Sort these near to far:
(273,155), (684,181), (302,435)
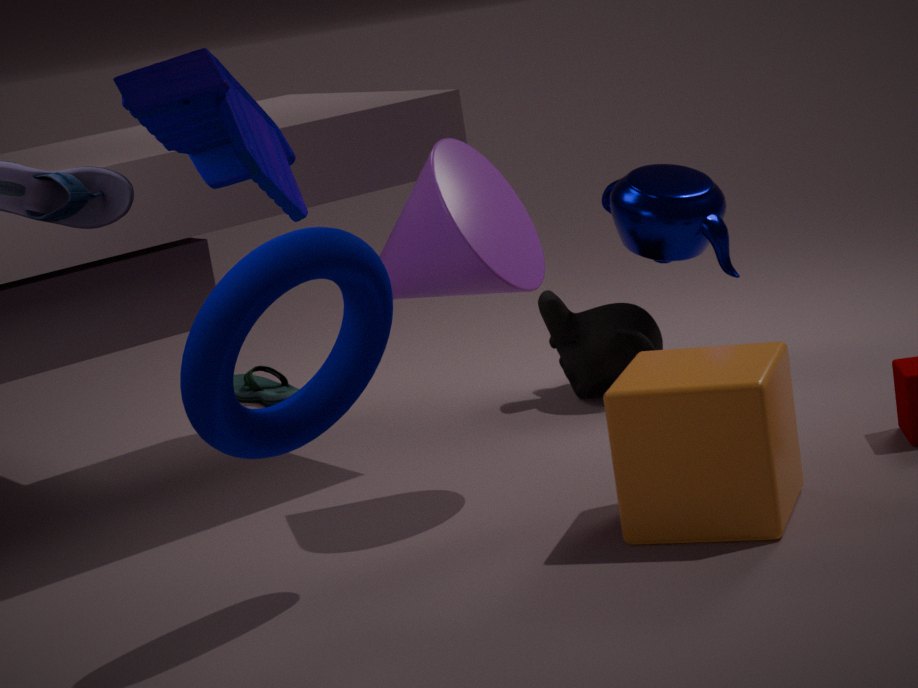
(273,155)
(302,435)
(684,181)
